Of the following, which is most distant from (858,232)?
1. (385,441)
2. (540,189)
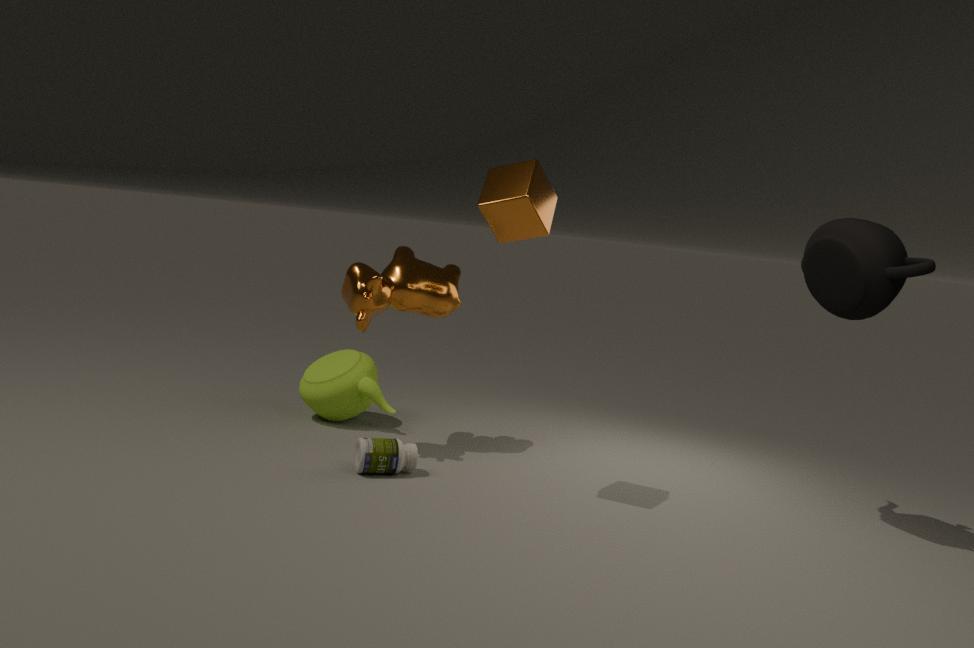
(385,441)
